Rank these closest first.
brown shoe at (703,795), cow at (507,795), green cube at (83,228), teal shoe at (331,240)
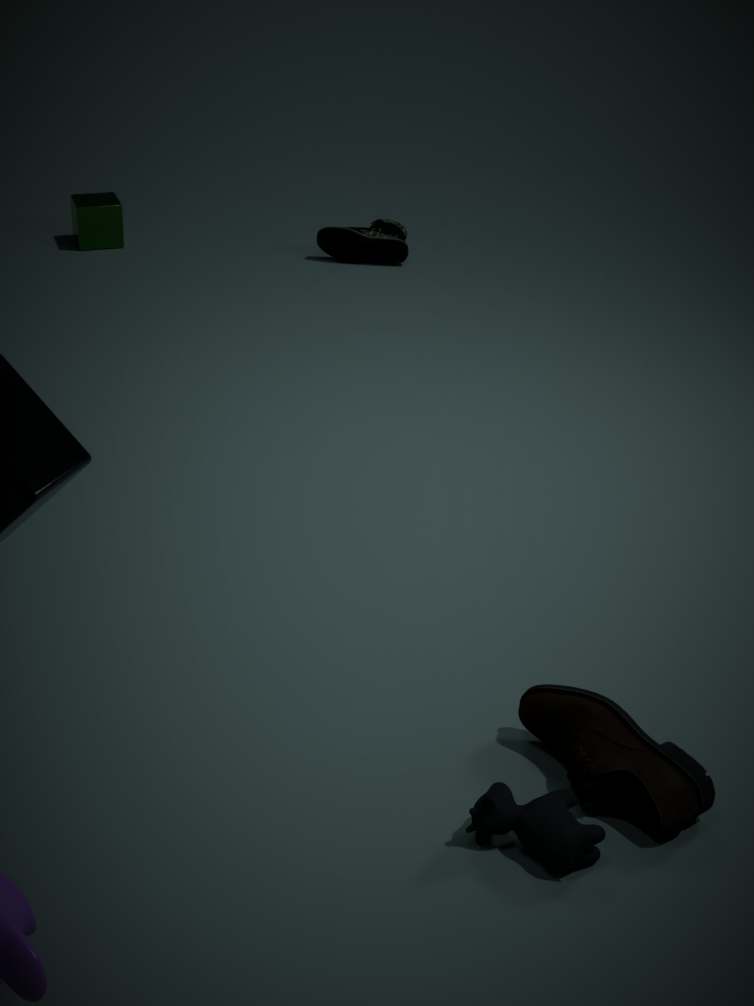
cow at (507,795) → brown shoe at (703,795) → teal shoe at (331,240) → green cube at (83,228)
